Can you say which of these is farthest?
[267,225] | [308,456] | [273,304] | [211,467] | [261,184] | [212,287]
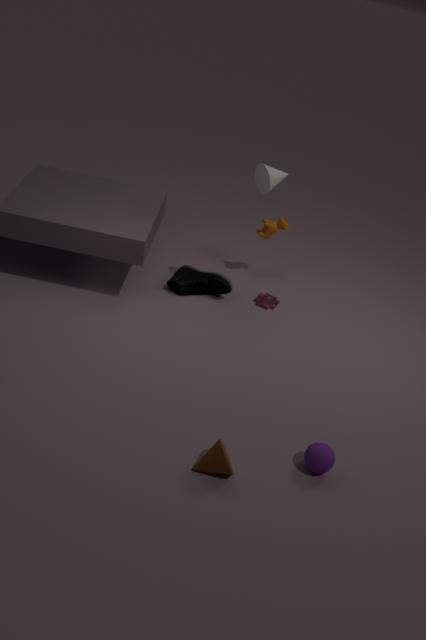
[273,304]
